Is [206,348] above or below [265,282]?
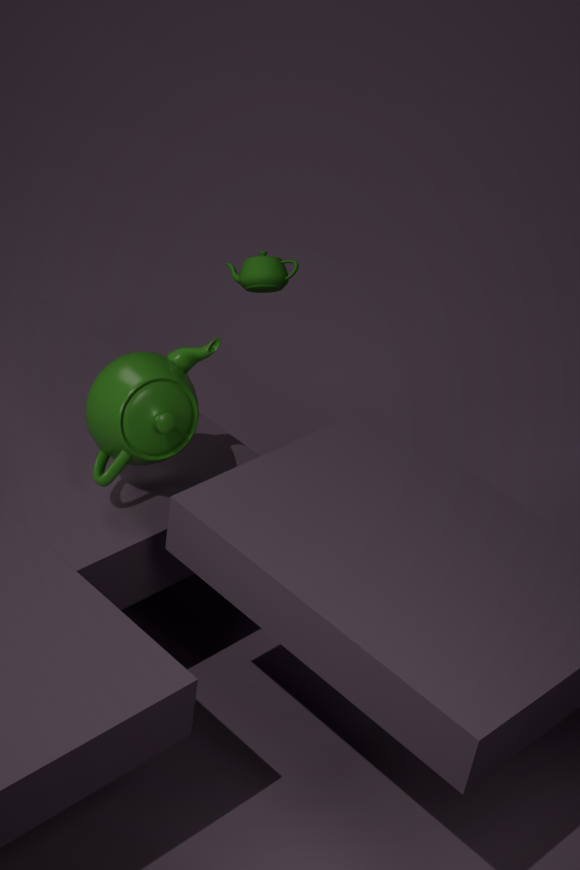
below
